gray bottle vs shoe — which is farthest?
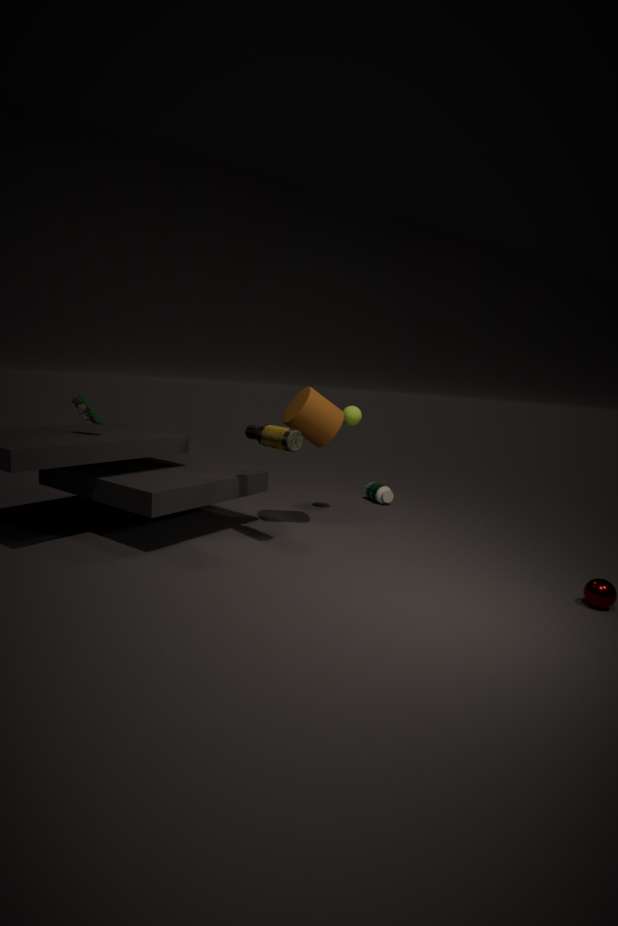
gray bottle
